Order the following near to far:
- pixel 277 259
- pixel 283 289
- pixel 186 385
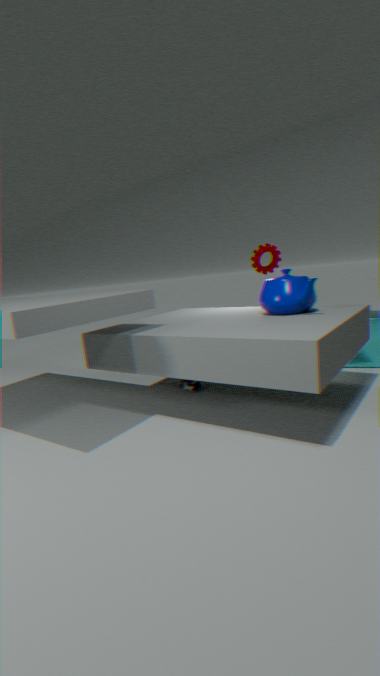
1. pixel 283 289
2. pixel 186 385
3. pixel 277 259
